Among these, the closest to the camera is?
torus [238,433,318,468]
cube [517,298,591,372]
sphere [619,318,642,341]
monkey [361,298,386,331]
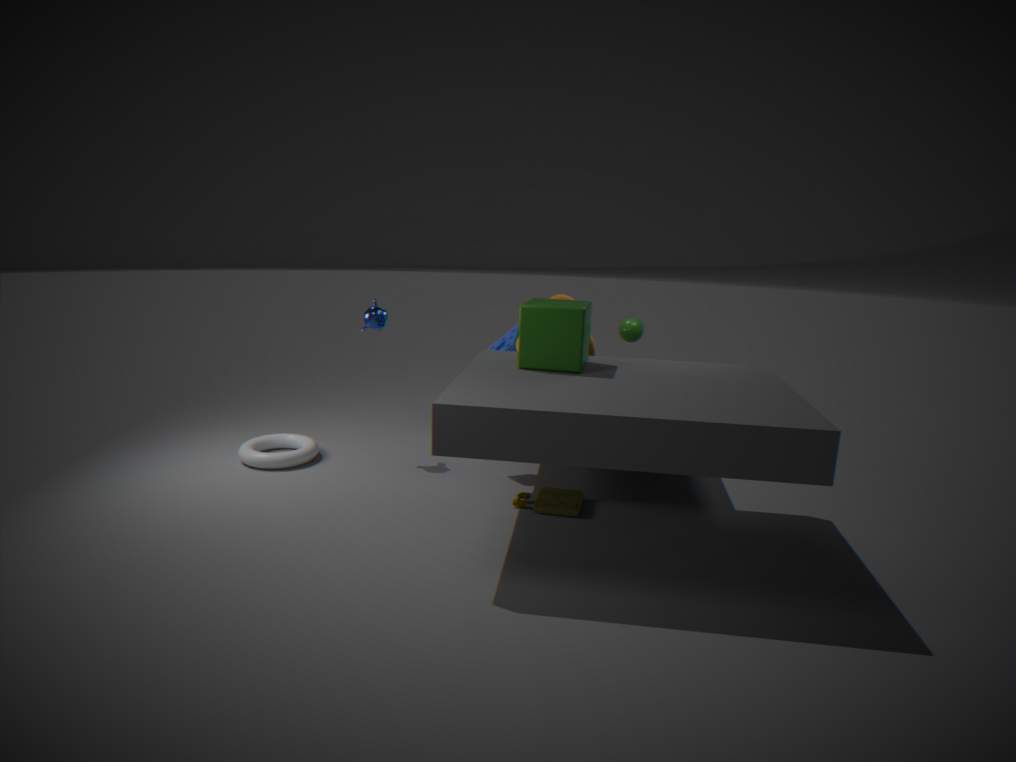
cube [517,298,591,372]
